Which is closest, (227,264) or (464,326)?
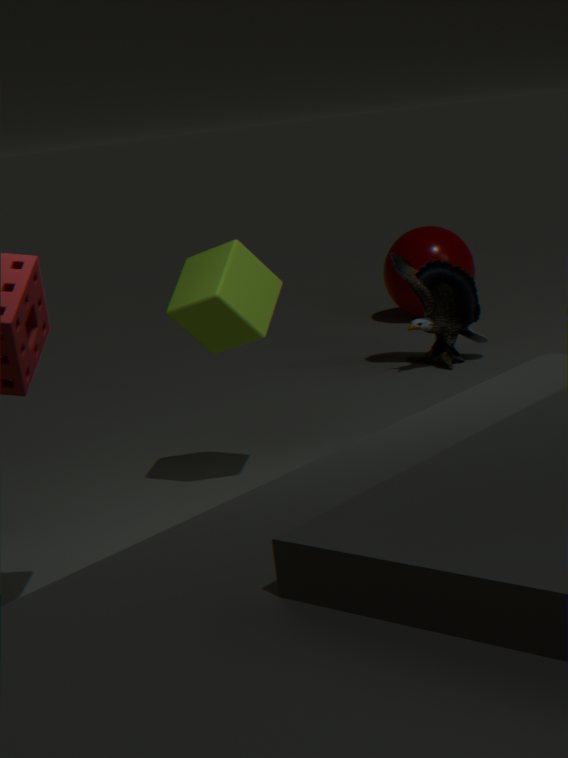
(227,264)
